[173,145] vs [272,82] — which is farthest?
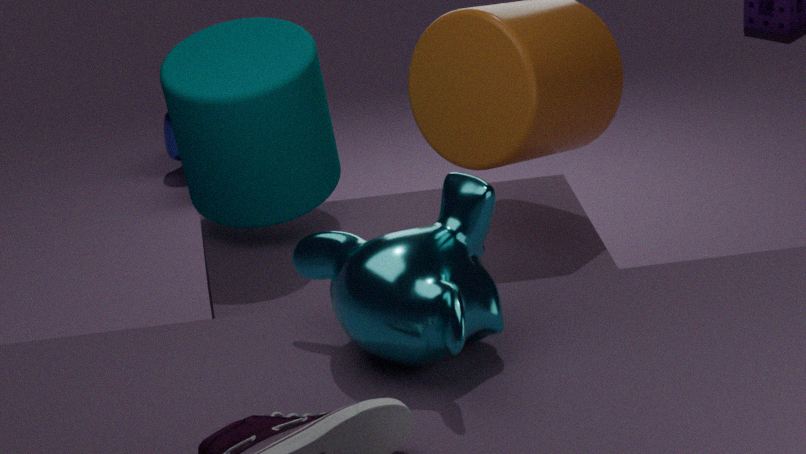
[173,145]
